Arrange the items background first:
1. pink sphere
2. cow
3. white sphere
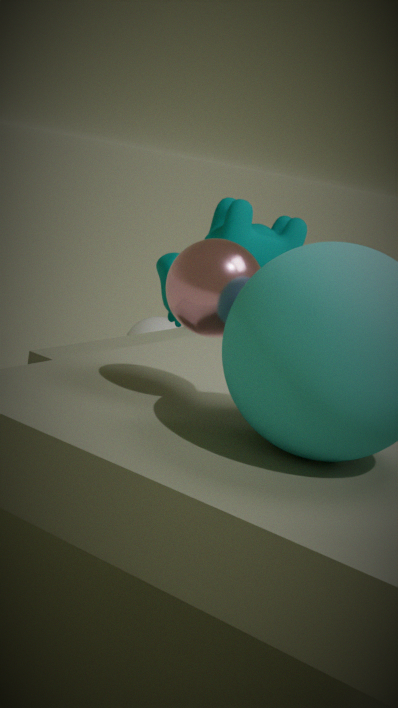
white sphere < cow < pink sphere
